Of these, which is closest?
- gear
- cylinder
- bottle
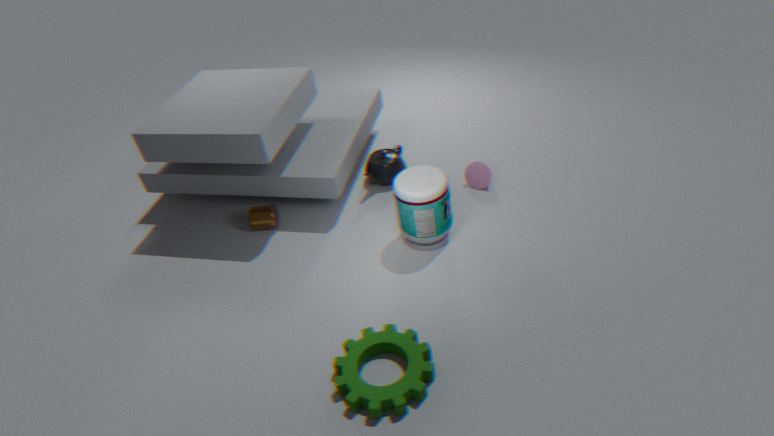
gear
